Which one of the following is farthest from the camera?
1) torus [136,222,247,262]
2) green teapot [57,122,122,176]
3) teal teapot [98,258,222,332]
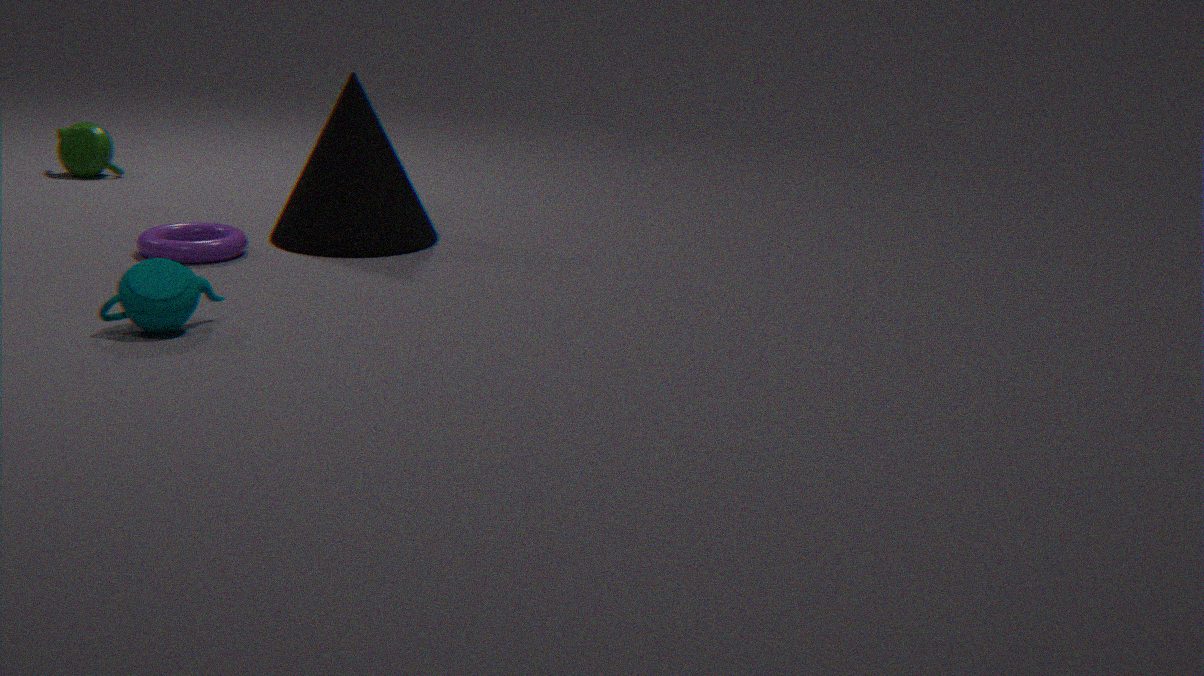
2. green teapot [57,122,122,176]
